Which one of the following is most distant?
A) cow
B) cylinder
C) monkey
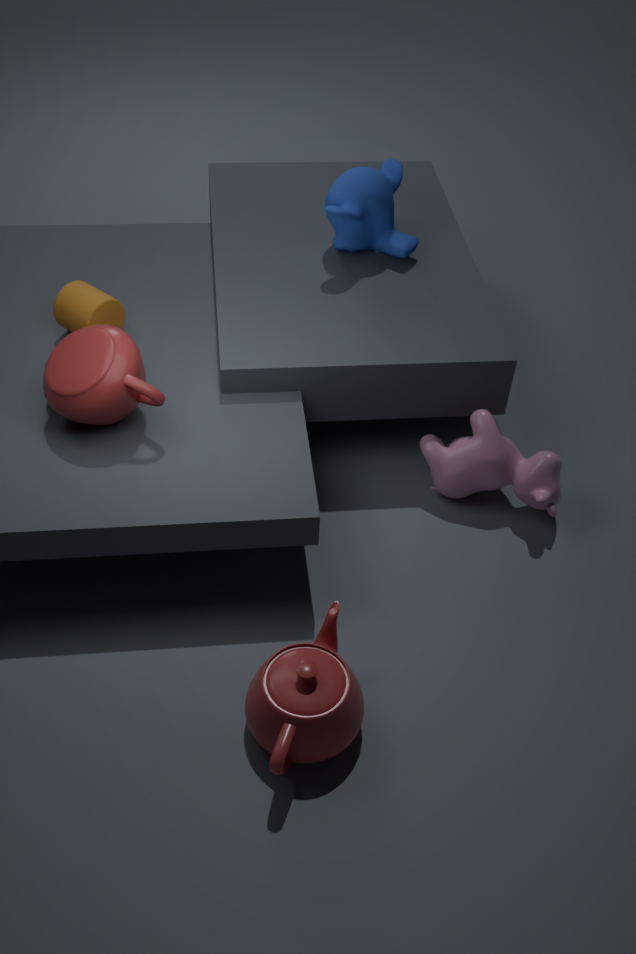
monkey
